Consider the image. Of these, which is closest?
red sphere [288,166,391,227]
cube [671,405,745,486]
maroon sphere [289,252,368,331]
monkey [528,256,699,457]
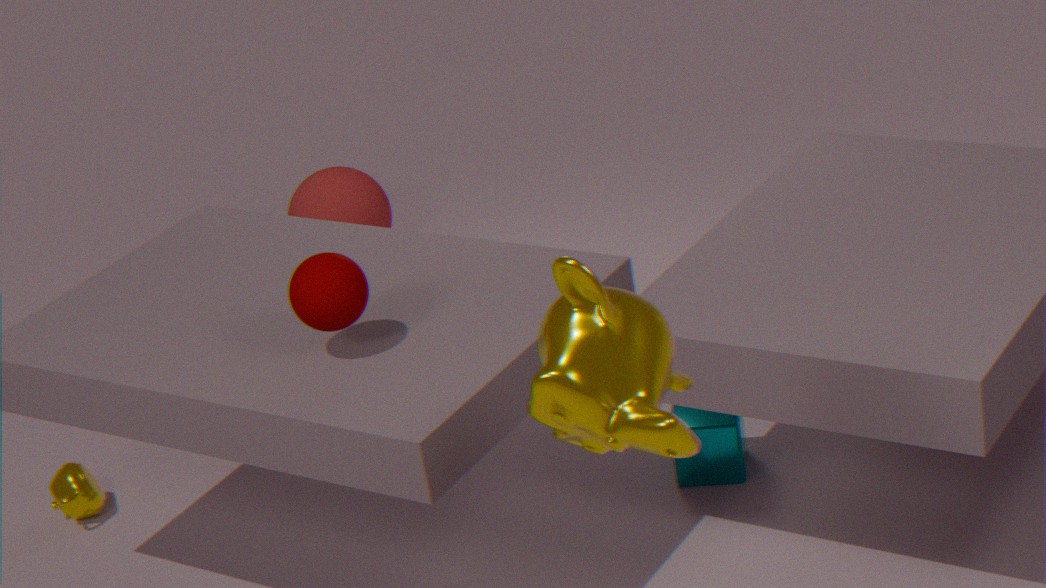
monkey [528,256,699,457]
